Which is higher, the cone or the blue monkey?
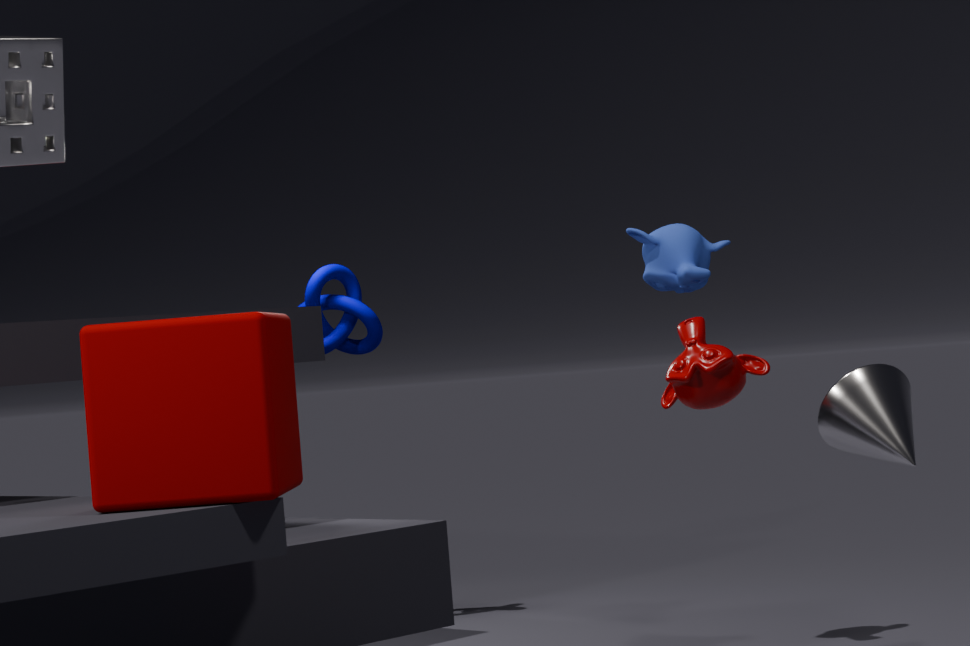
the blue monkey
